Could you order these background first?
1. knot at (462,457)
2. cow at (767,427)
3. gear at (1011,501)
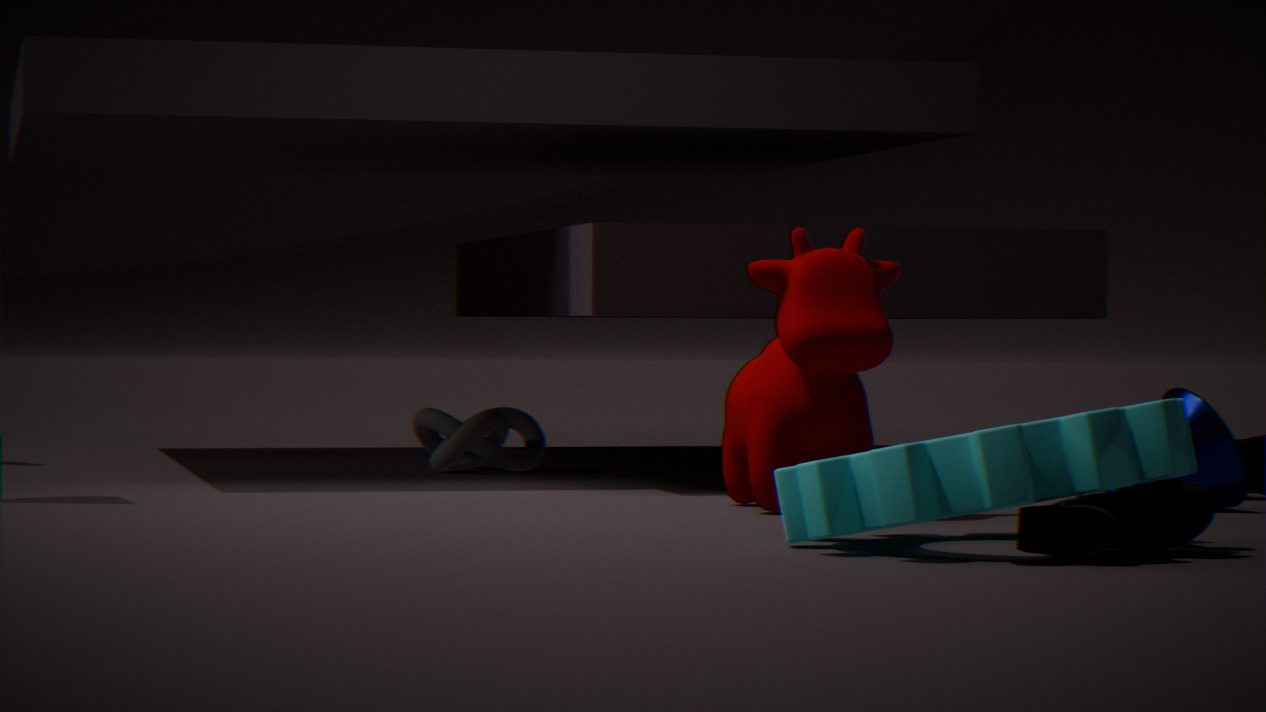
knot at (462,457)
cow at (767,427)
gear at (1011,501)
